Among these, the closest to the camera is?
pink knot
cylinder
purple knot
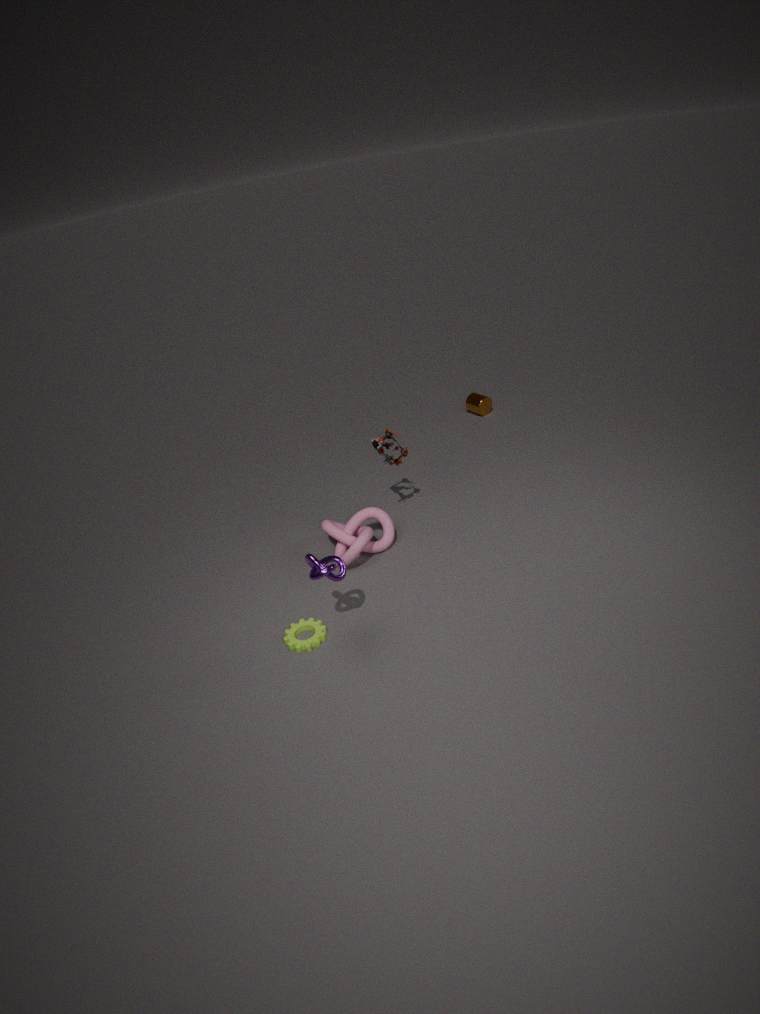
purple knot
